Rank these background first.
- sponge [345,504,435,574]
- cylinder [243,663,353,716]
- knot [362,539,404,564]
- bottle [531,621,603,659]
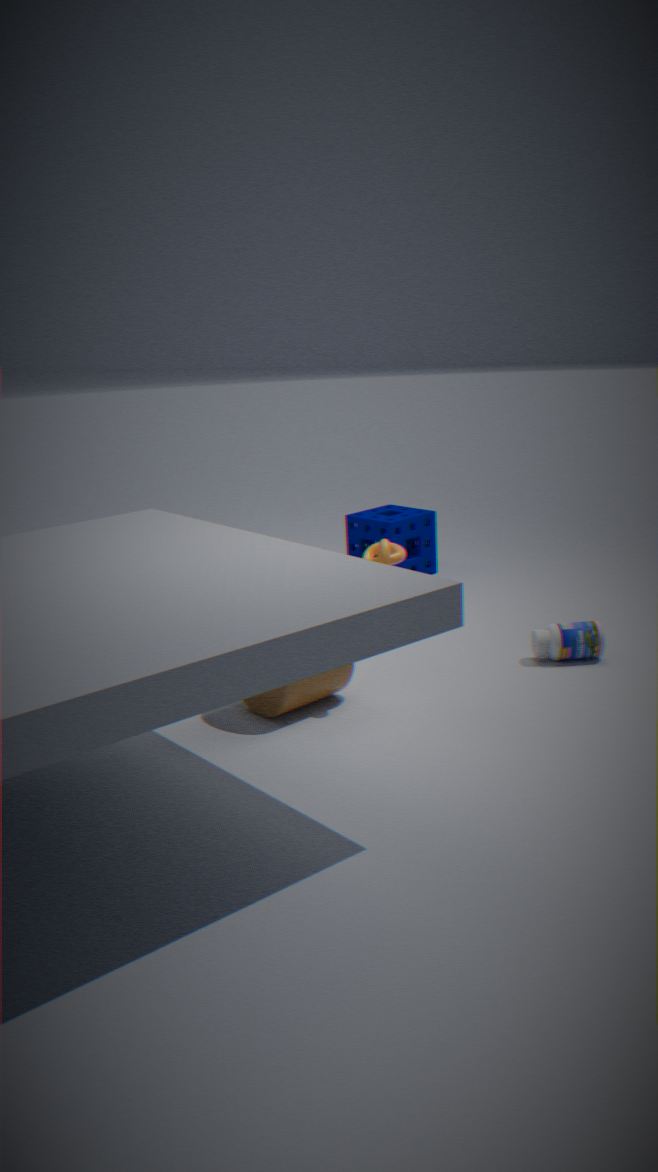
sponge [345,504,435,574] → bottle [531,621,603,659] → knot [362,539,404,564] → cylinder [243,663,353,716]
